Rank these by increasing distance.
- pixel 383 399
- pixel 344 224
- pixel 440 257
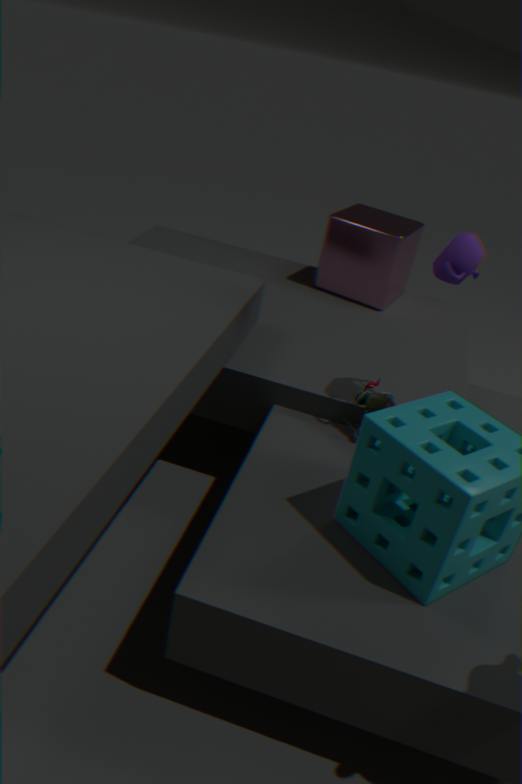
pixel 440 257, pixel 383 399, pixel 344 224
